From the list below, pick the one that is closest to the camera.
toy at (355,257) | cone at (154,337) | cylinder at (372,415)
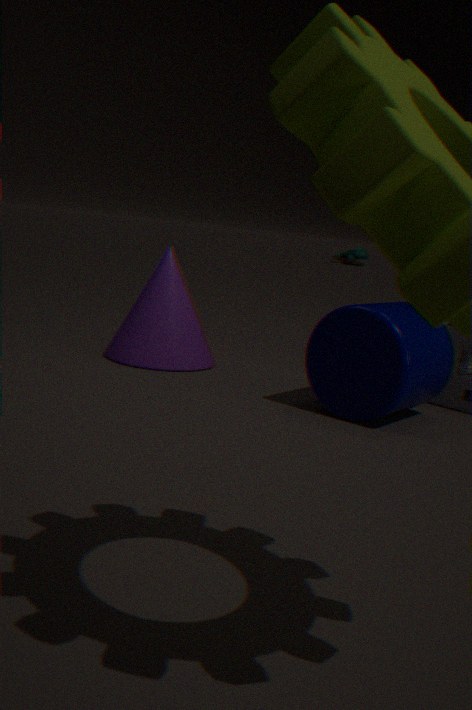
cylinder at (372,415)
